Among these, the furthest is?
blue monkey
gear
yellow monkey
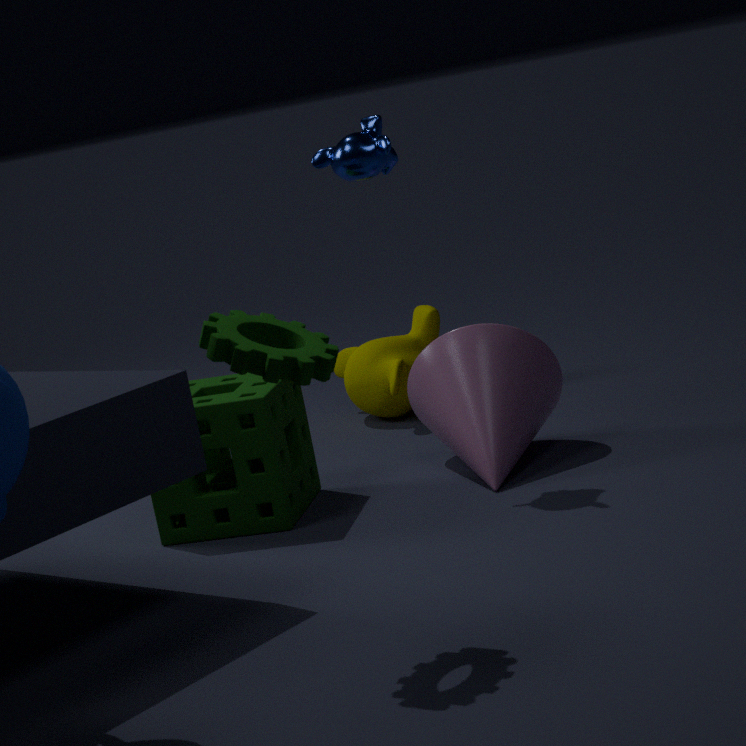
yellow monkey
